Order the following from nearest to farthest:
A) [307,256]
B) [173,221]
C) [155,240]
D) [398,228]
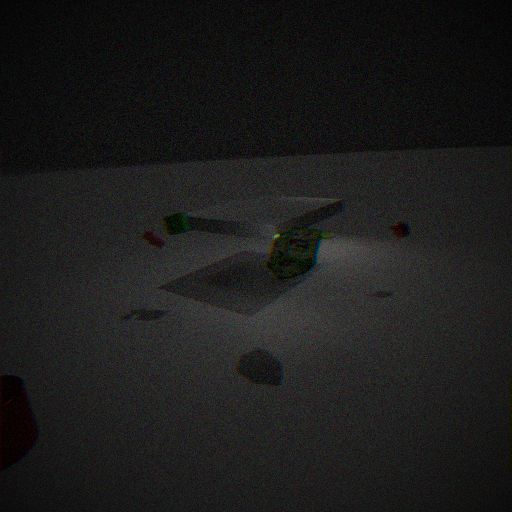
[307,256]
[173,221]
[155,240]
[398,228]
